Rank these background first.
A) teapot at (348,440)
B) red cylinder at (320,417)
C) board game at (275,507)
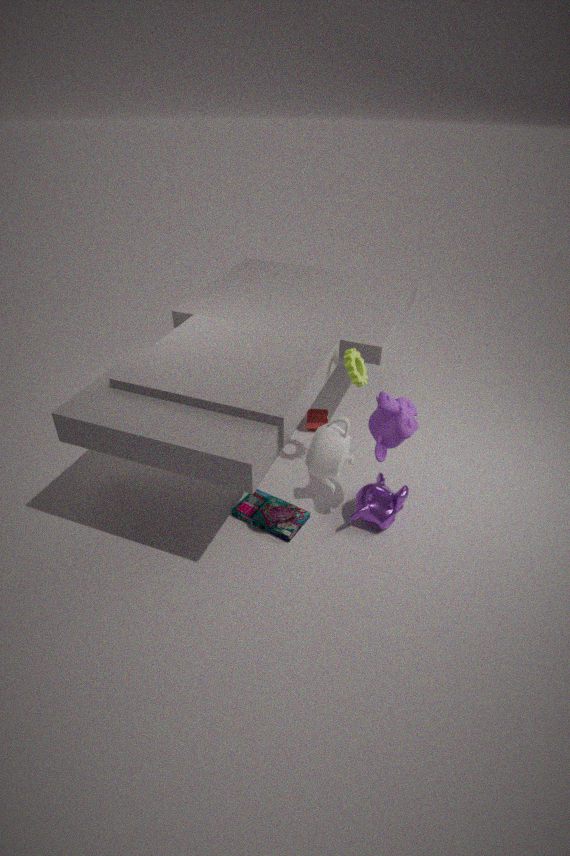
red cylinder at (320,417), board game at (275,507), teapot at (348,440)
